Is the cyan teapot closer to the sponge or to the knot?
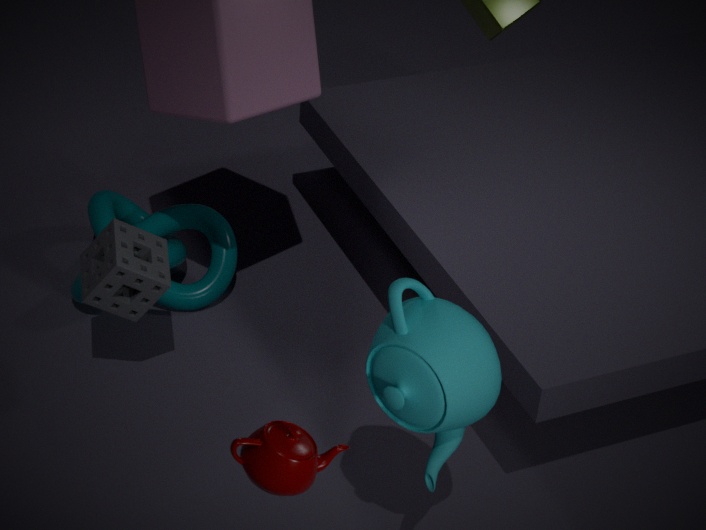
the sponge
